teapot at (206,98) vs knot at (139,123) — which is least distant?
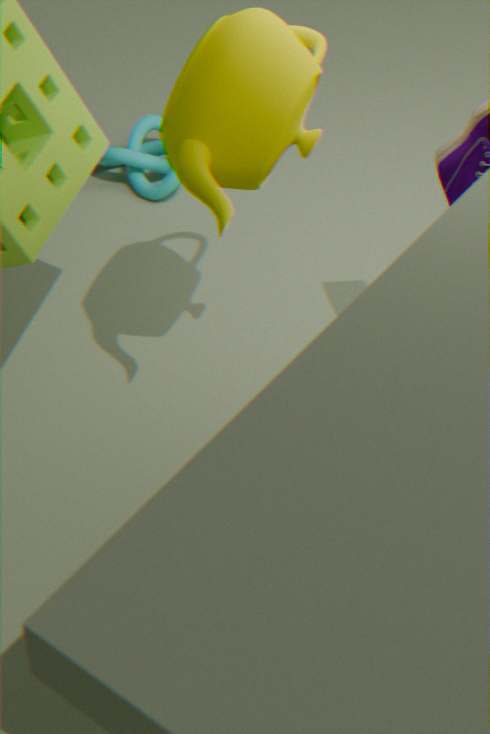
teapot at (206,98)
